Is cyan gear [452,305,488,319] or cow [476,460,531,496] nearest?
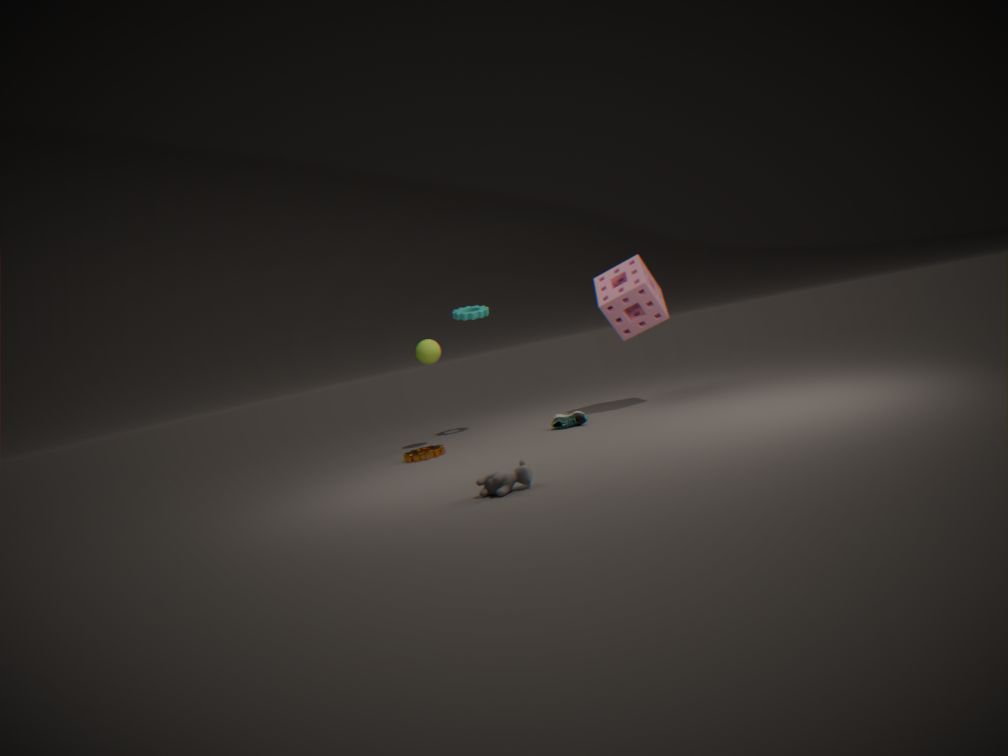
cow [476,460,531,496]
